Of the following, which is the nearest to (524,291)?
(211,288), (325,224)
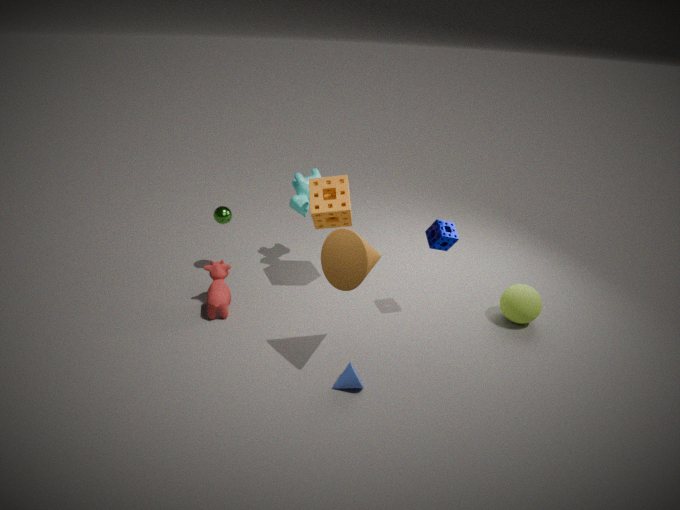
(325,224)
